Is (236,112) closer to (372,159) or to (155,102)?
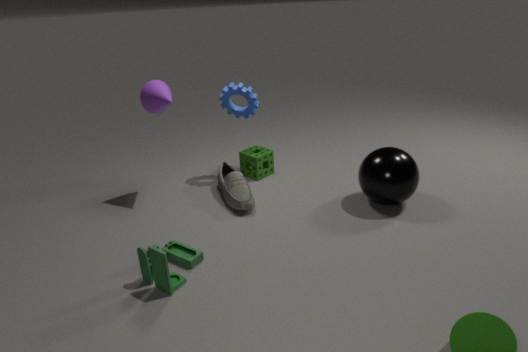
(155,102)
